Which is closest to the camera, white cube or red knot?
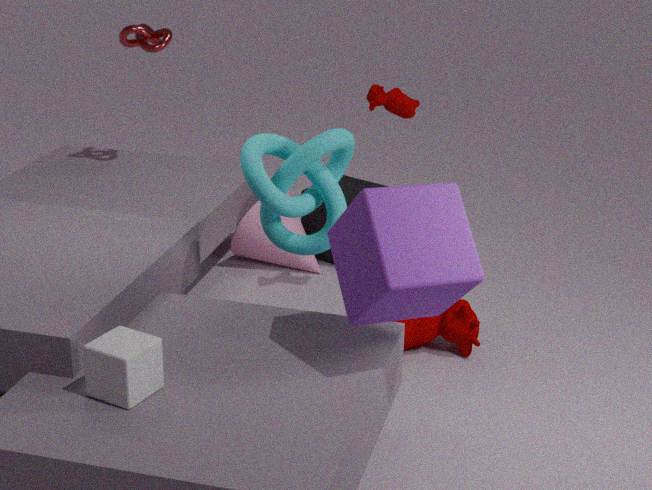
white cube
